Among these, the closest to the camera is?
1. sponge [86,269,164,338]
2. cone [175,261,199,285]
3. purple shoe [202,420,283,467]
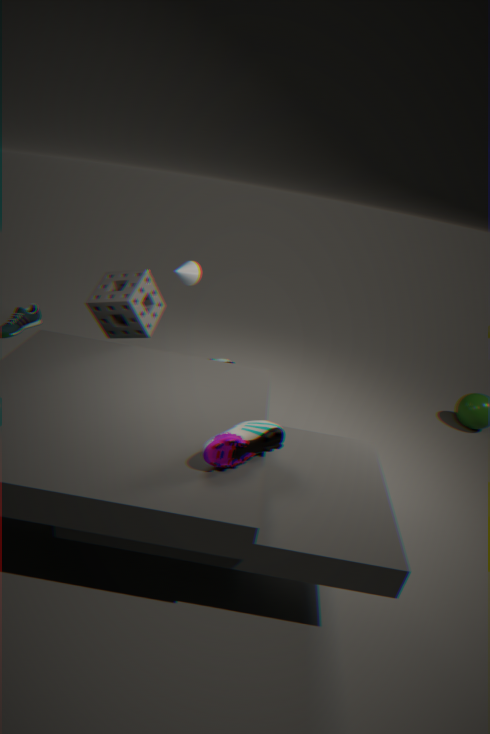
purple shoe [202,420,283,467]
